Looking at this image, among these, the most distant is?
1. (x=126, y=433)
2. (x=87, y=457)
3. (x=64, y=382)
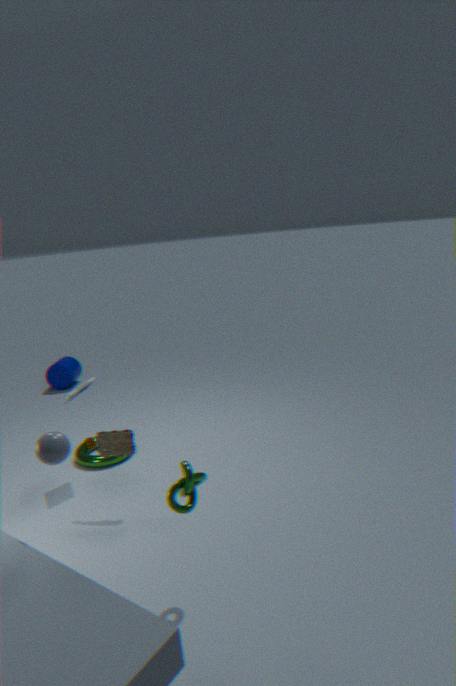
(x=64, y=382)
